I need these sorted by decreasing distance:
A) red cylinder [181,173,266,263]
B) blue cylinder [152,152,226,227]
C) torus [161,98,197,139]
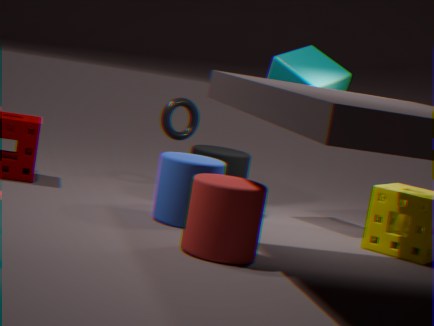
1. torus [161,98,197,139]
2. blue cylinder [152,152,226,227]
3. red cylinder [181,173,266,263]
